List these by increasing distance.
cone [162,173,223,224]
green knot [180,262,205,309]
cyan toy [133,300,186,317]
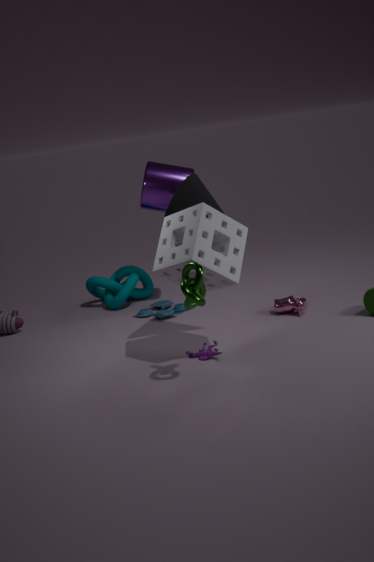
green knot [180,262,205,309] → cone [162,173,223,224] → cyan toy [133,300,186,317]
